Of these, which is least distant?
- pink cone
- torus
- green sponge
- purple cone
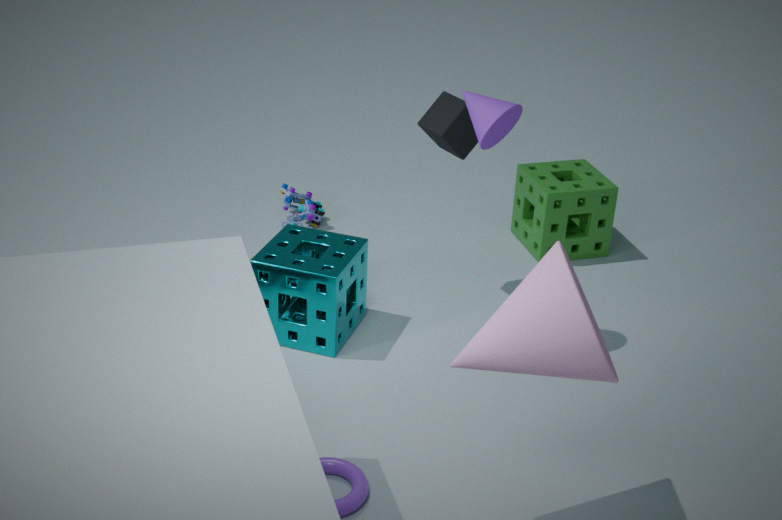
pink cone
